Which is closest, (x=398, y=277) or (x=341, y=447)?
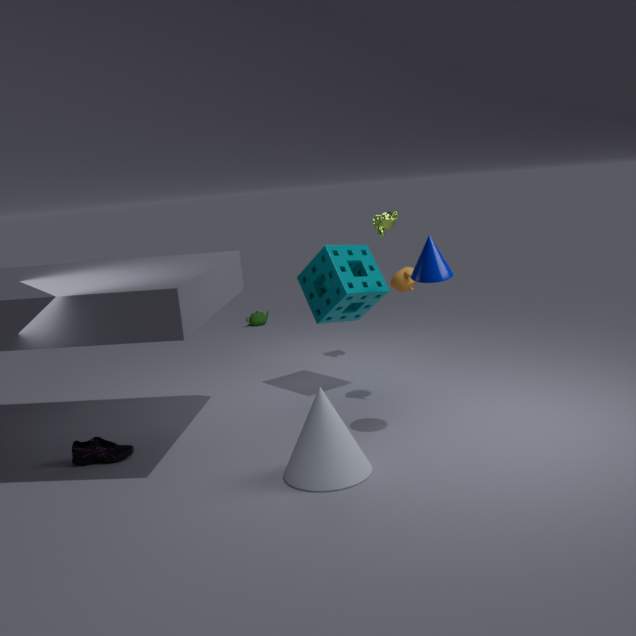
(x=341, y=447)
